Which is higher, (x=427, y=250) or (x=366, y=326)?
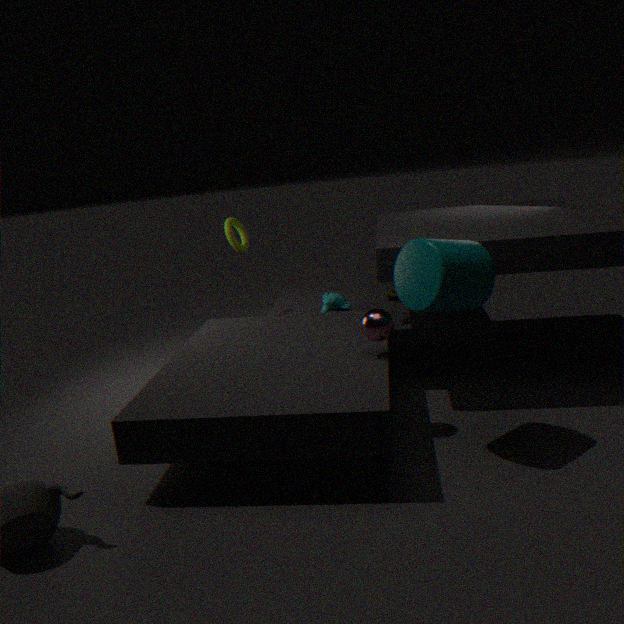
(x=427, y=250)
